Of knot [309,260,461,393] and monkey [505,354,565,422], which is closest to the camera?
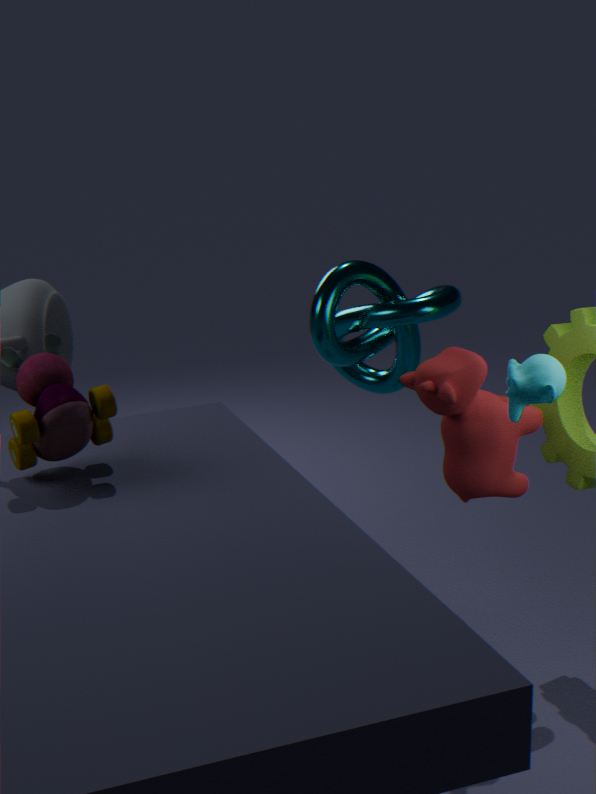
monkey [505,354,565,422]
